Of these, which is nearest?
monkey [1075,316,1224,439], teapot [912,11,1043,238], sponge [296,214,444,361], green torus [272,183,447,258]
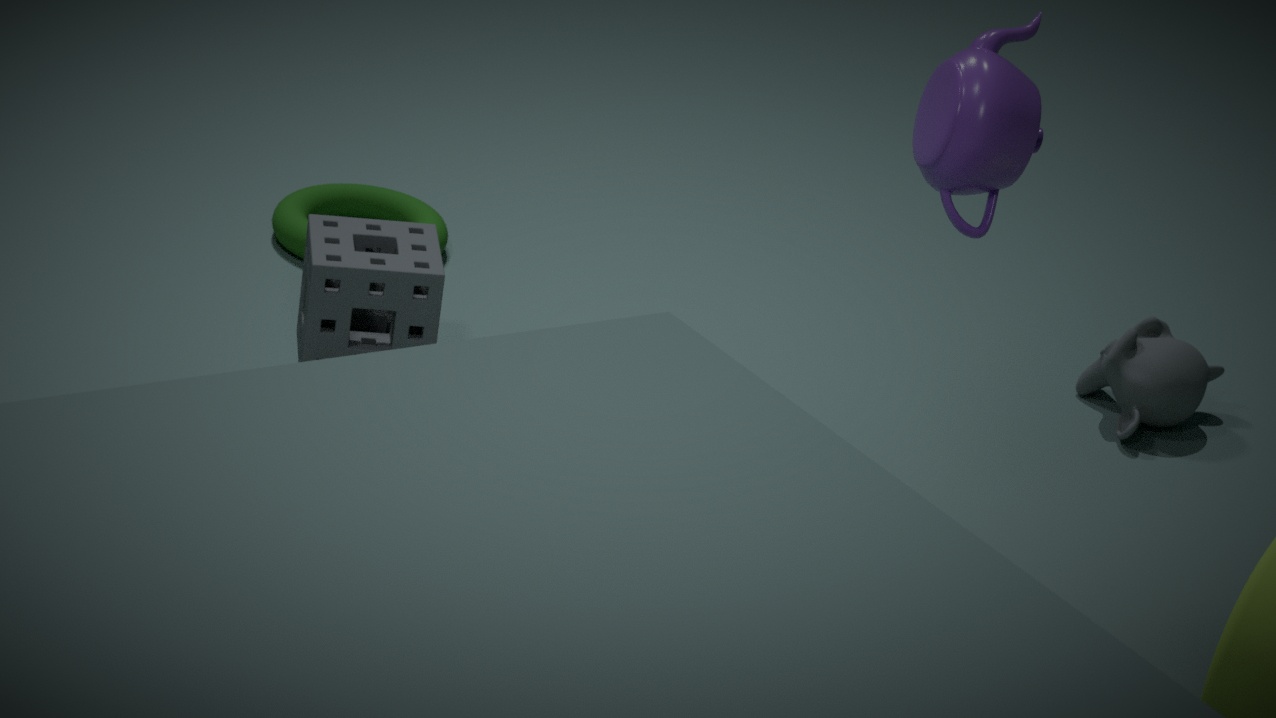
teapot [912,11,1043,238]
